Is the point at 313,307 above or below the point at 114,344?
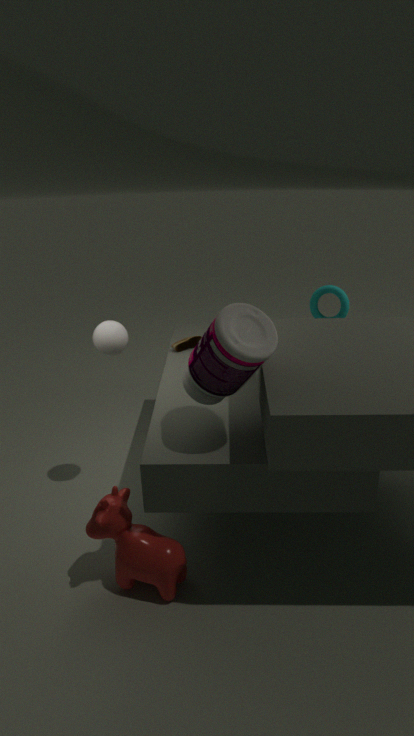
below
